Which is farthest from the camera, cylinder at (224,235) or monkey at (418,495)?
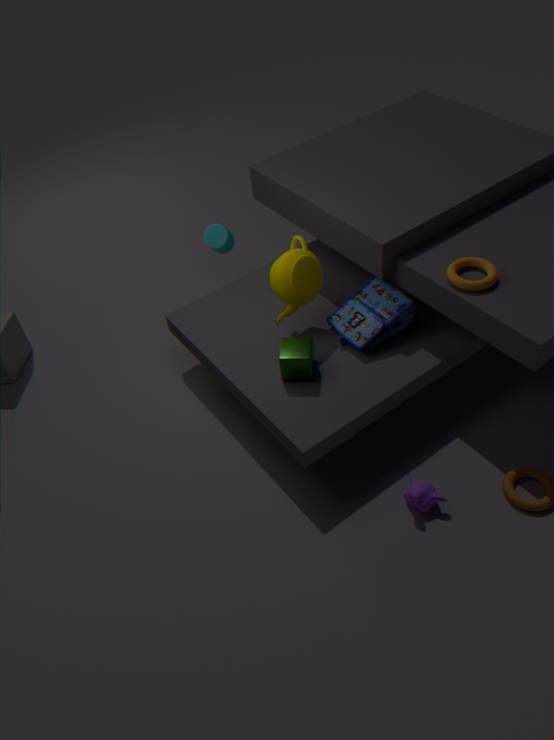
cylinder at (224,235)
